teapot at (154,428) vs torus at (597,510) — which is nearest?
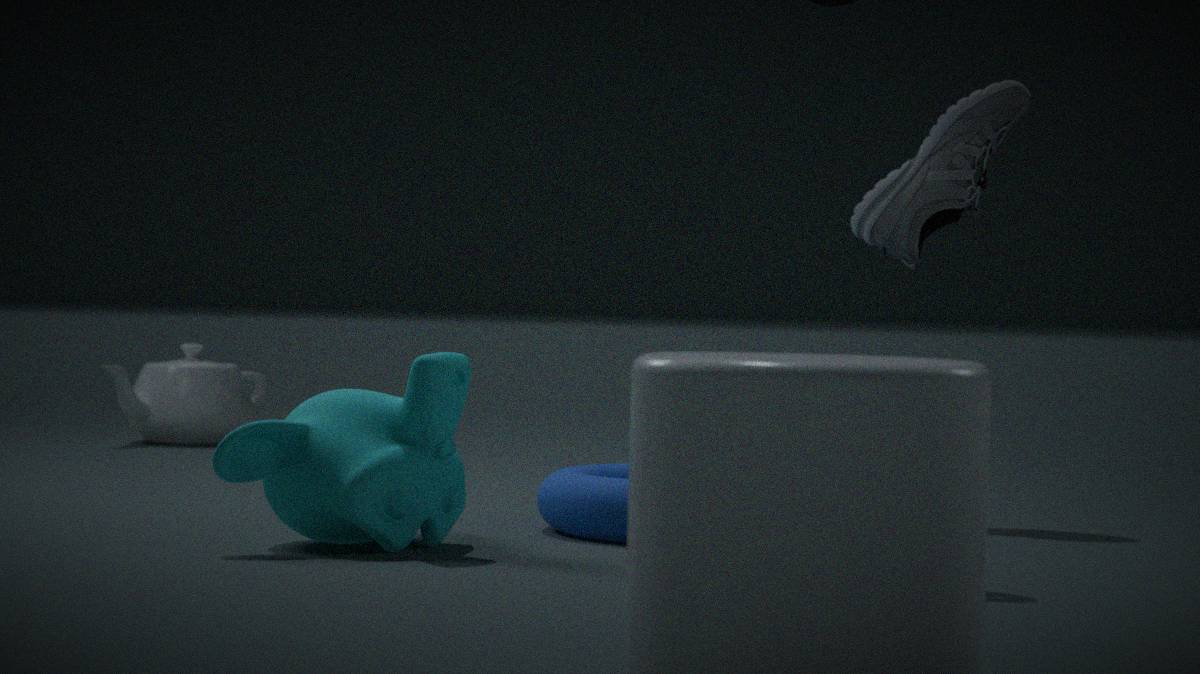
torus at (597,510)
